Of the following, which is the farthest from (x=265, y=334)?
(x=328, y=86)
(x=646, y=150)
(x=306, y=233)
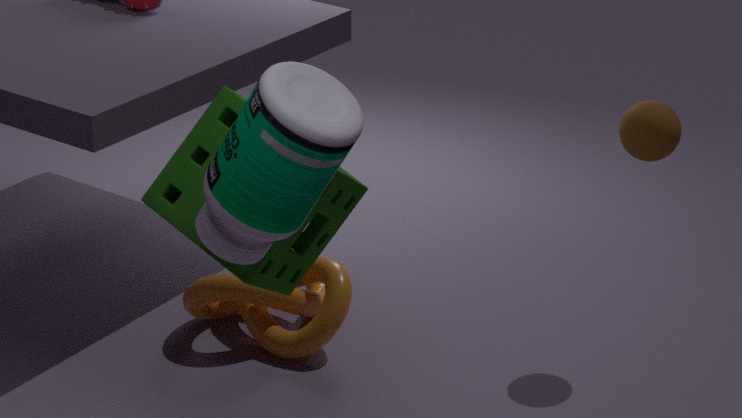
(x=328, y=86)
